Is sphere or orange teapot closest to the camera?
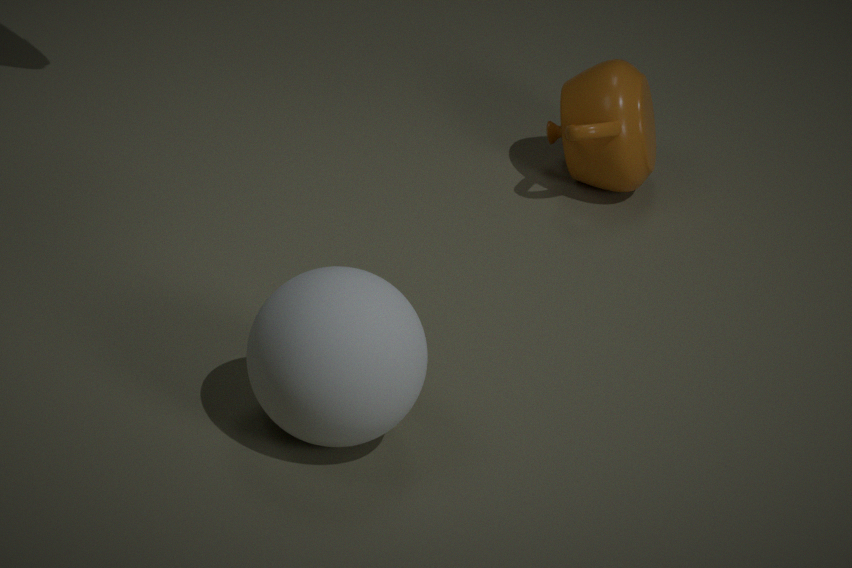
sphere
